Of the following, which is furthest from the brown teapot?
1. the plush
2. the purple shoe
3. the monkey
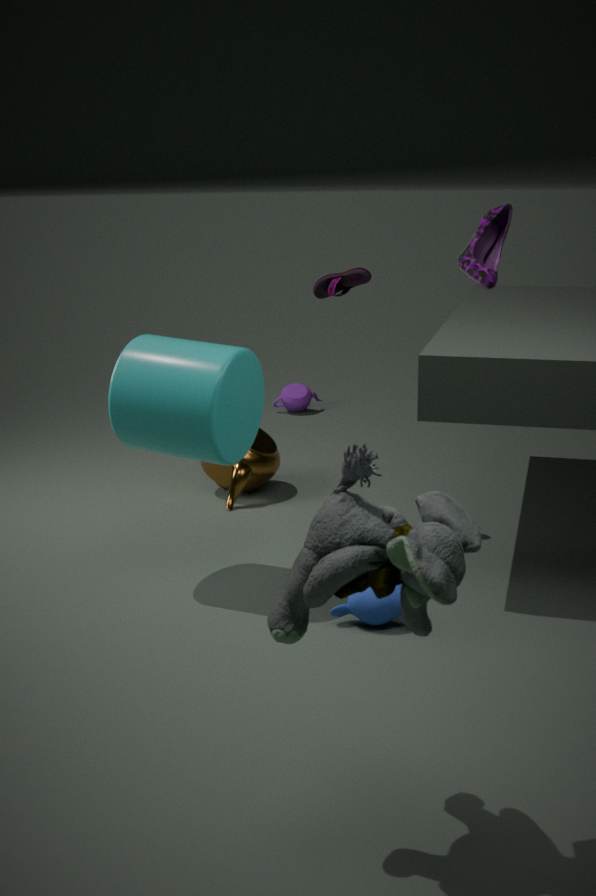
the purple shoe
